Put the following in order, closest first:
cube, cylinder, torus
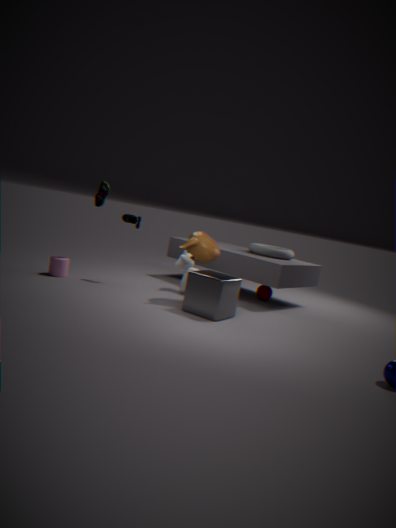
cube < cylinder < torus
